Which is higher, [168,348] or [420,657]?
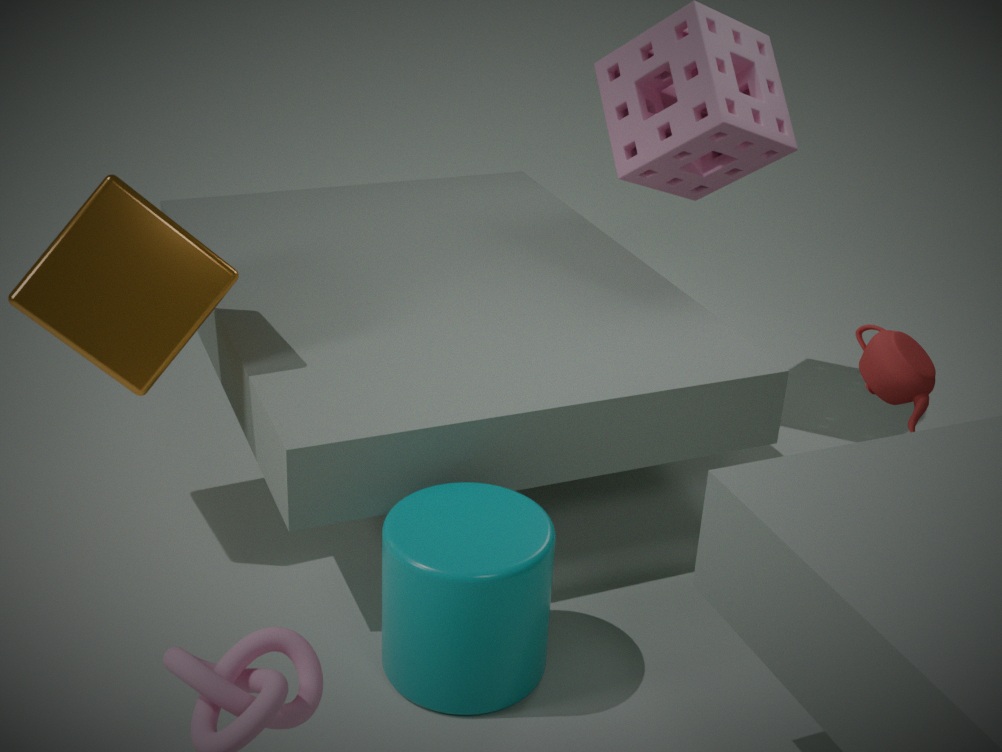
[168,348]
